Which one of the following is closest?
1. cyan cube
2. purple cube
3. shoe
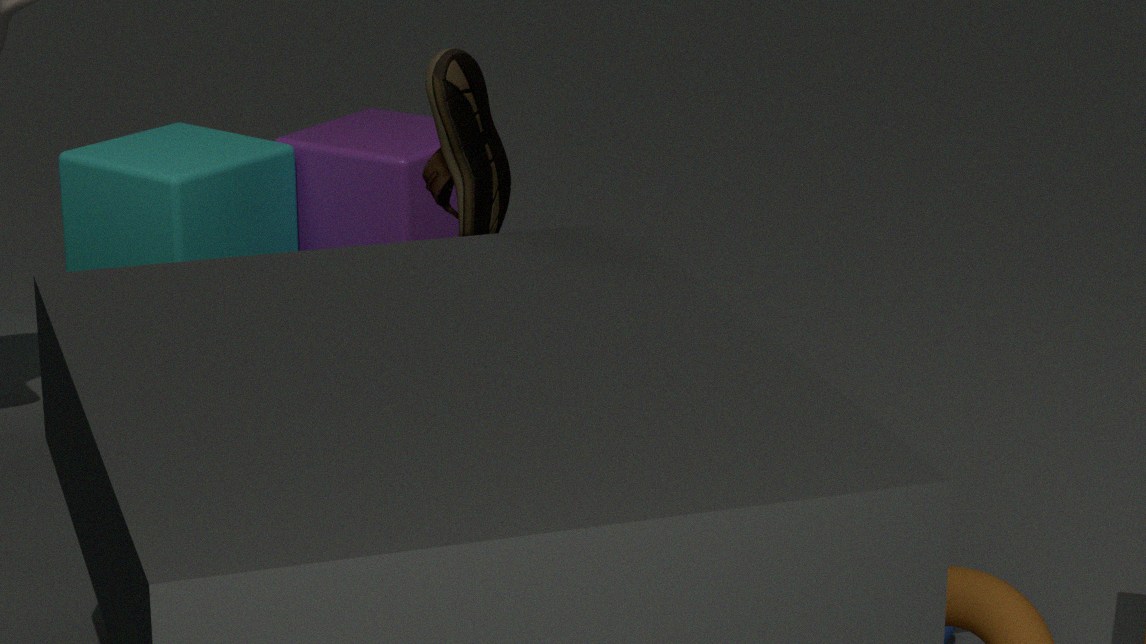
shoe
